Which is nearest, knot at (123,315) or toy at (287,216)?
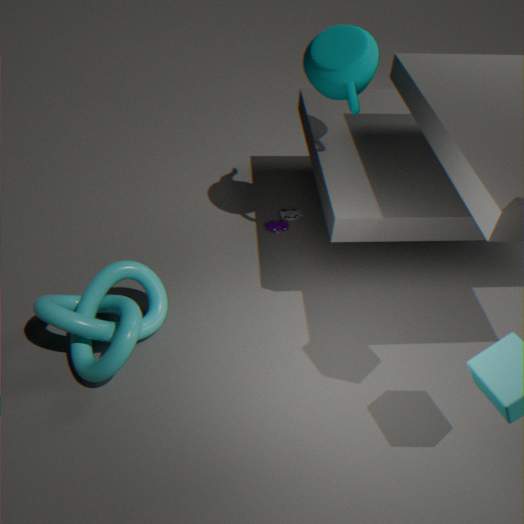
knot at (123,315)
